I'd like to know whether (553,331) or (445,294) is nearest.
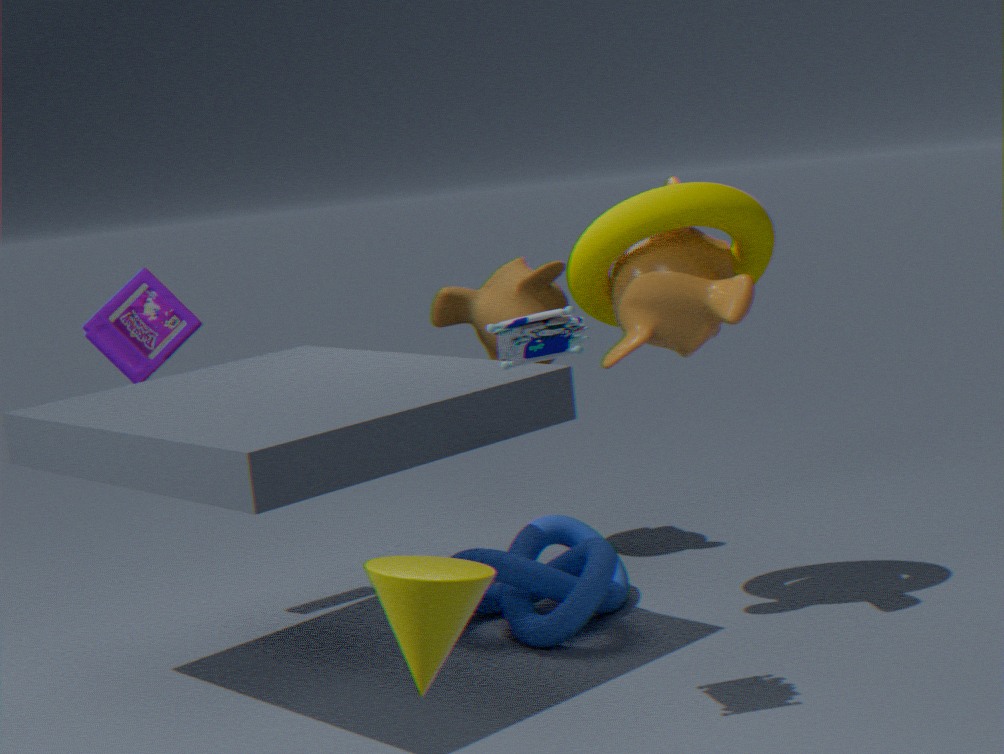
(553,331)
